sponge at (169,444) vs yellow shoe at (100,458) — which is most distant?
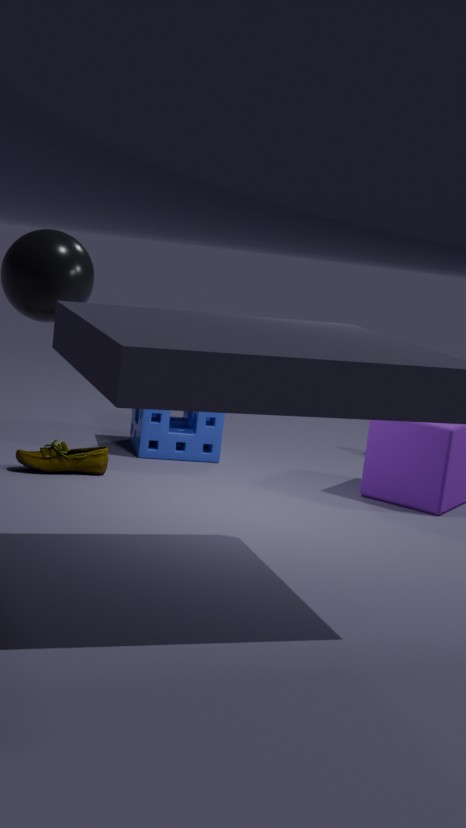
sponge at (169,444)
